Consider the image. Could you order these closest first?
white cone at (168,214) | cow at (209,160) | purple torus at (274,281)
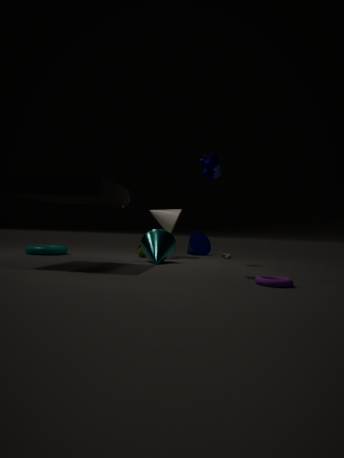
purple torus at (274,281) → cow at (209,160) → white cone at (168,214)
